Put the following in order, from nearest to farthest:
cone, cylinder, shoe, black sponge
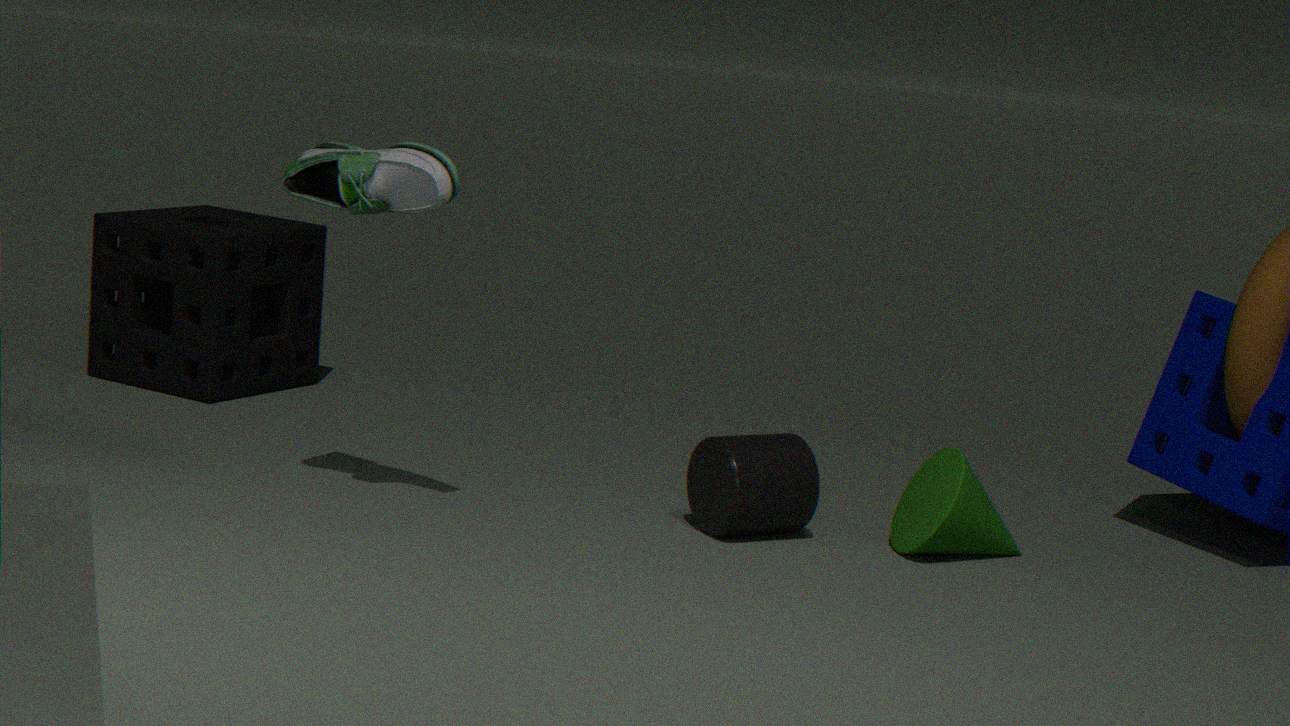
shoe → cone → cylinder → black sponge
